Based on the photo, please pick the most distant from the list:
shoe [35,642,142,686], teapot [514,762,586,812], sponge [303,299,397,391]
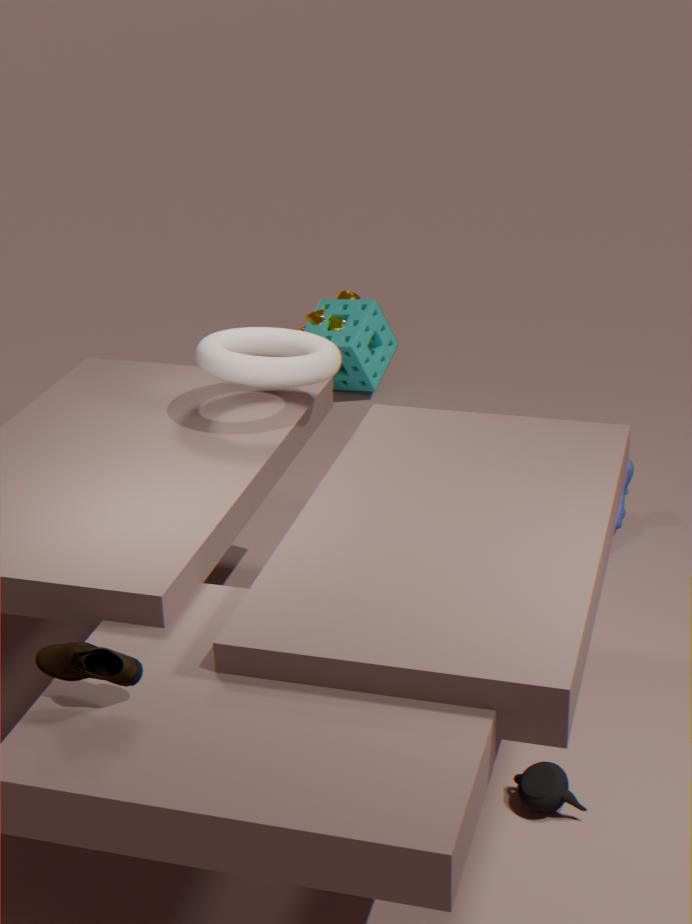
sponge [303,299,397,391]
